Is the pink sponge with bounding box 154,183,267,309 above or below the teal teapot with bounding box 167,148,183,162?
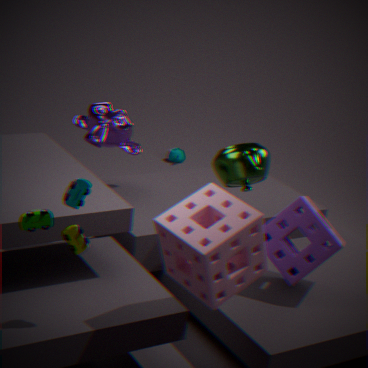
above
